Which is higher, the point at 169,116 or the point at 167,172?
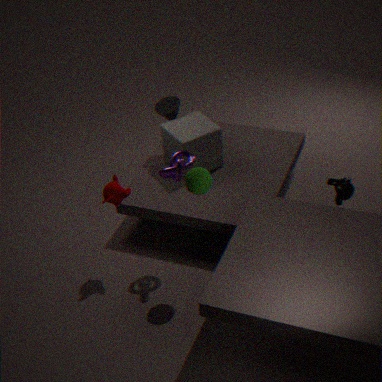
the point at 167,172
